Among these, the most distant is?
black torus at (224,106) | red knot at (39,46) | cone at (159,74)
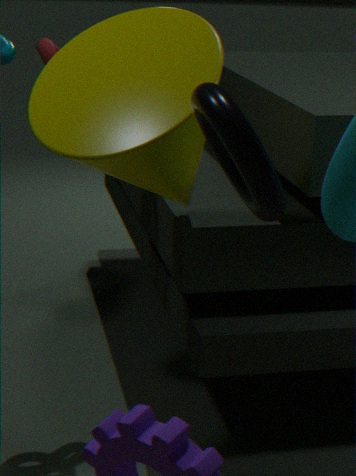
red knot at (39,46)
